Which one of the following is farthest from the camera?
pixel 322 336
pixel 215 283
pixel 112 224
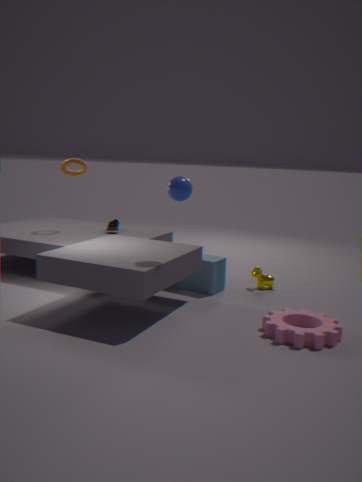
pixel 112 224
